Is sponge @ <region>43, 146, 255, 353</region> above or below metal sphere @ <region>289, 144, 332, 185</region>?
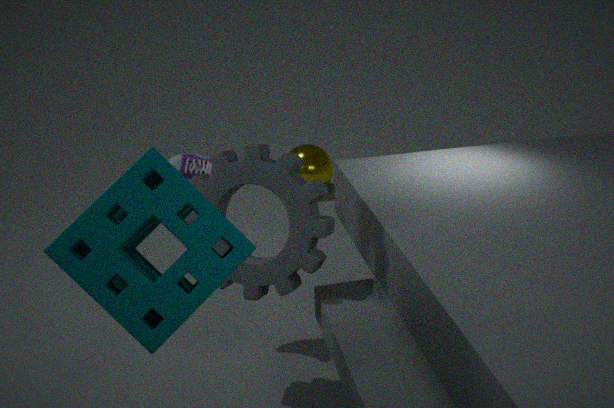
above
